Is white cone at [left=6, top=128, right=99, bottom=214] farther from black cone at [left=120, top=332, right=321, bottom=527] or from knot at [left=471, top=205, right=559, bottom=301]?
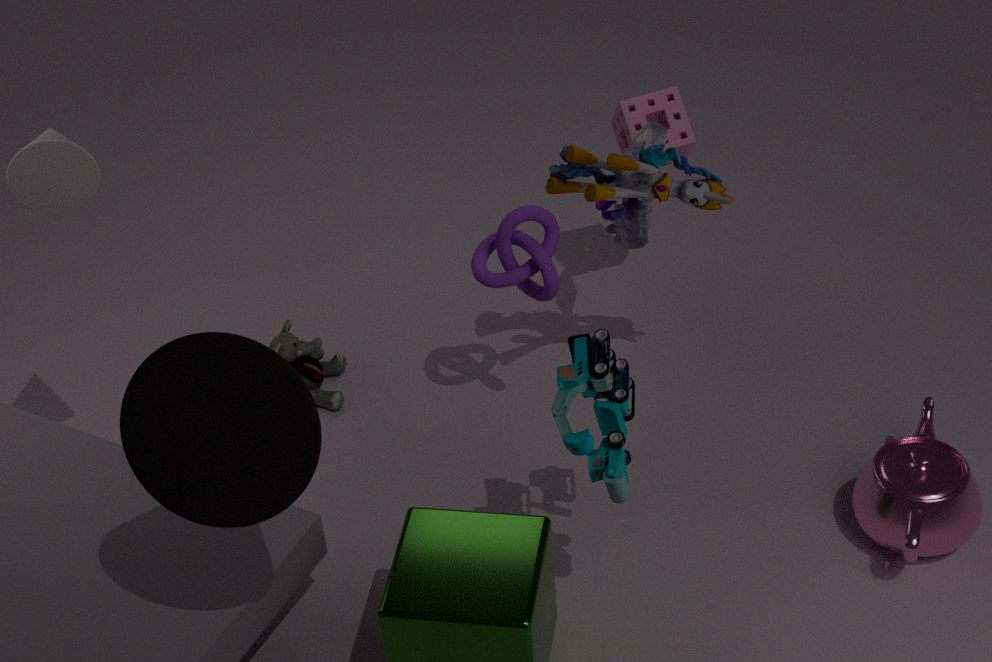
knot at [left=471, top=205, right=559, bottom=301]
